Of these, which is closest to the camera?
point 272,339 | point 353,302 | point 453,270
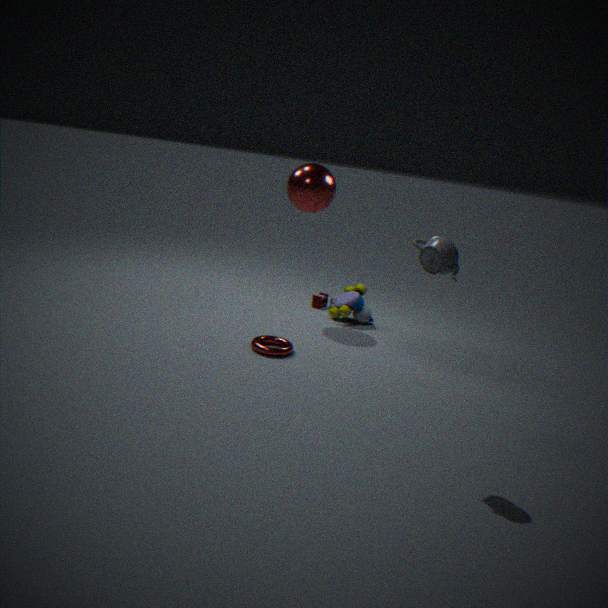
point 453,270
